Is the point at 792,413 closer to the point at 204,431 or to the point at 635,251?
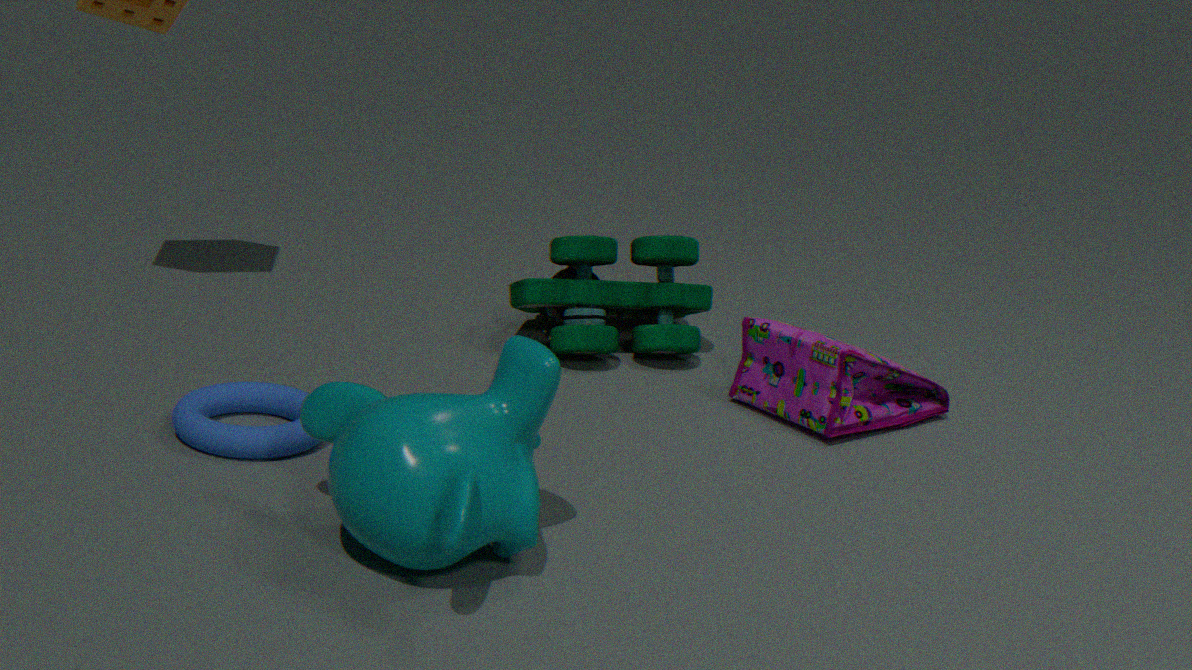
the point at 635,251
